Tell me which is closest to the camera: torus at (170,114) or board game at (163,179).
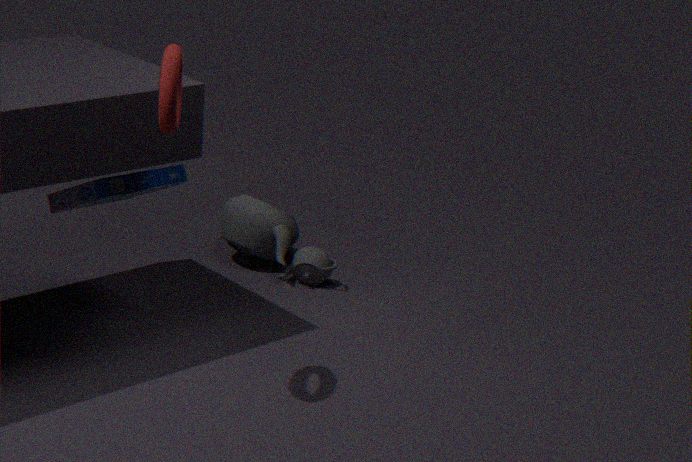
torus at (170,114)
